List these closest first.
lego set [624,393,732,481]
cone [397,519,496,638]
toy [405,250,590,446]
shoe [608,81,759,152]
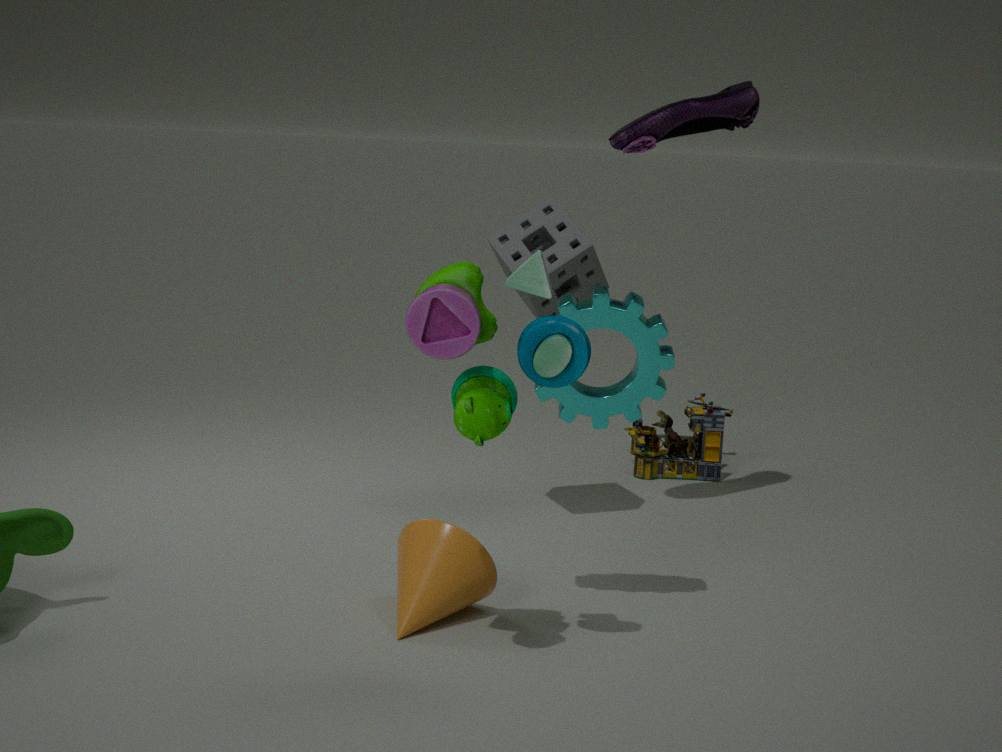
toy [405,250,590,446] → cone [397,519,496,638] → shoe [608,81,759,152] → lego set [624,393,732,481]
